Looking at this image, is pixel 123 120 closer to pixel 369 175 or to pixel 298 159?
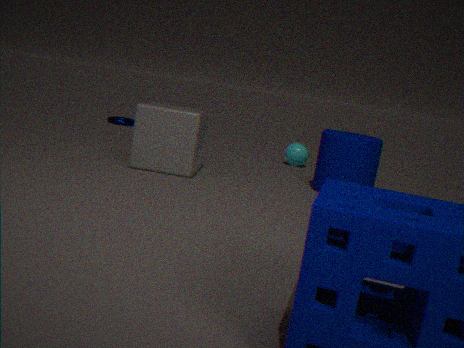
pixel 298 159
